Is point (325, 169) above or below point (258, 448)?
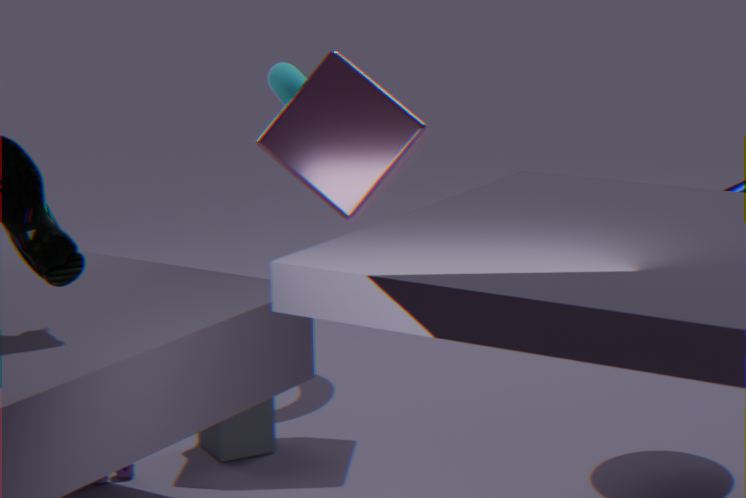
above
